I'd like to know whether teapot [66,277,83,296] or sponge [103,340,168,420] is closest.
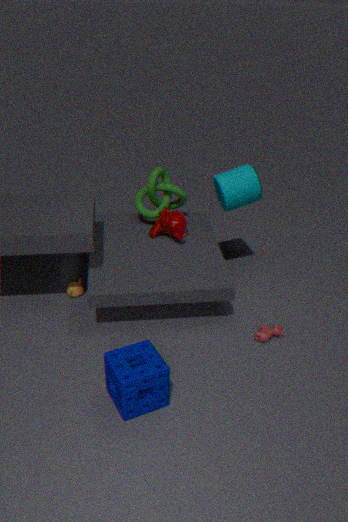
sponge [103,340,168,420]
